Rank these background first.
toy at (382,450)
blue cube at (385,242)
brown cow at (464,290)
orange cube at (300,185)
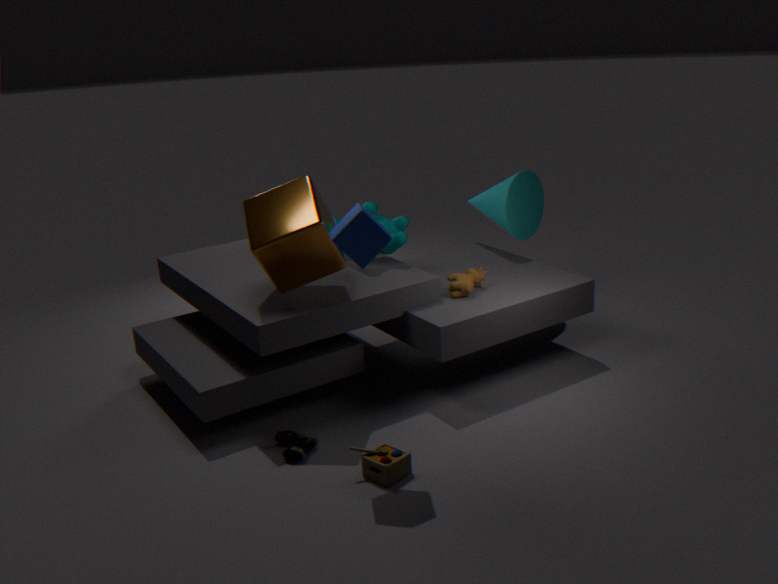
brown cow at (464,290) < orange cube at (300,185) < toy at (382,450) < blue cube at (385,242)
